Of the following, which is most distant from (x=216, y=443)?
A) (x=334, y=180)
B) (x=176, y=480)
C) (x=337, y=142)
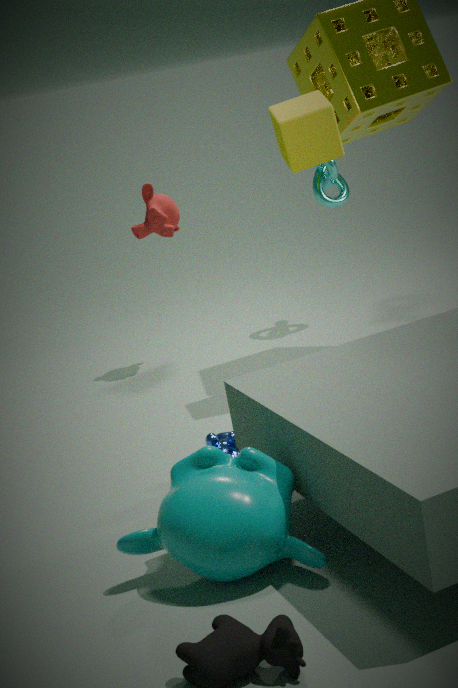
(x=334, y=180)
